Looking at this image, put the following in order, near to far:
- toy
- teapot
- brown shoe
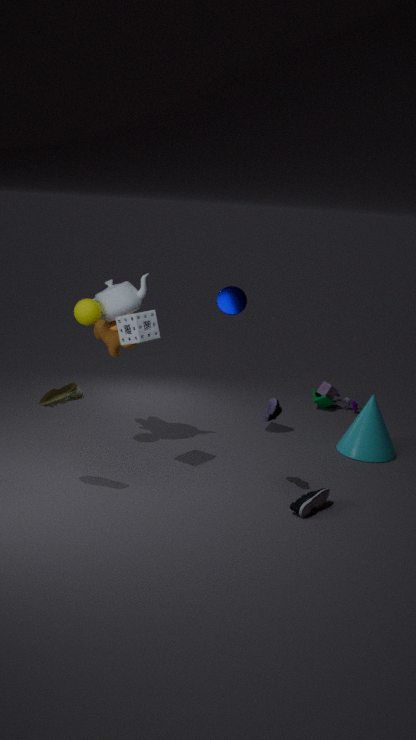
brown shoe < teapot < toy
